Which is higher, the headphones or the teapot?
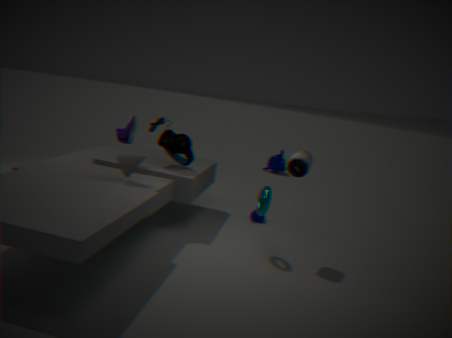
the headphones
